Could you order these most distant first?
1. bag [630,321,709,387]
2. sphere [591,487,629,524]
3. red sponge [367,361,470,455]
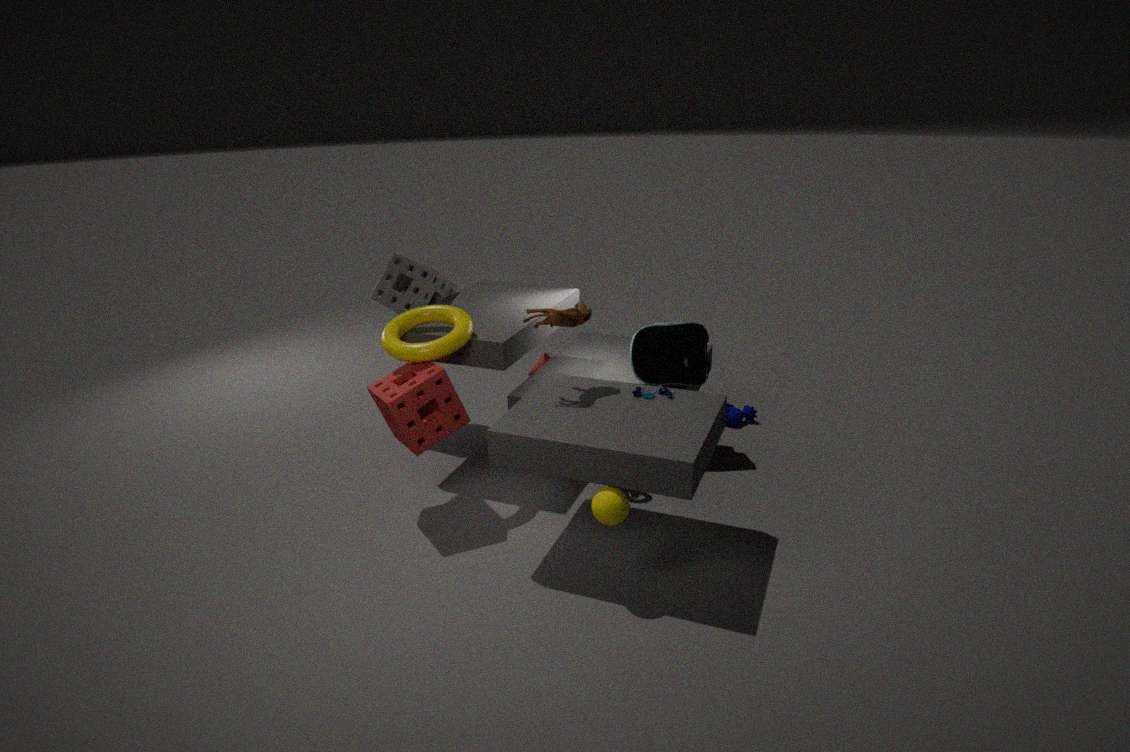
bag [630,321,709,387] → red sponge [367,361,470,455] → sphere [591,487,629,524]
